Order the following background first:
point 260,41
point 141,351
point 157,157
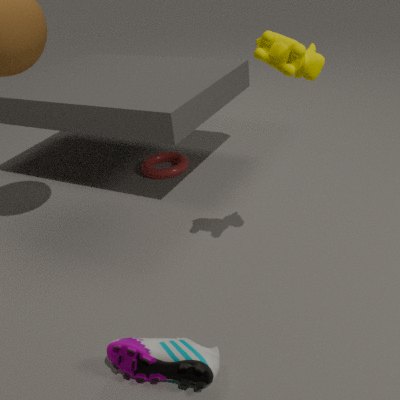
point 157,157 → point 260,41 → point 141,351
